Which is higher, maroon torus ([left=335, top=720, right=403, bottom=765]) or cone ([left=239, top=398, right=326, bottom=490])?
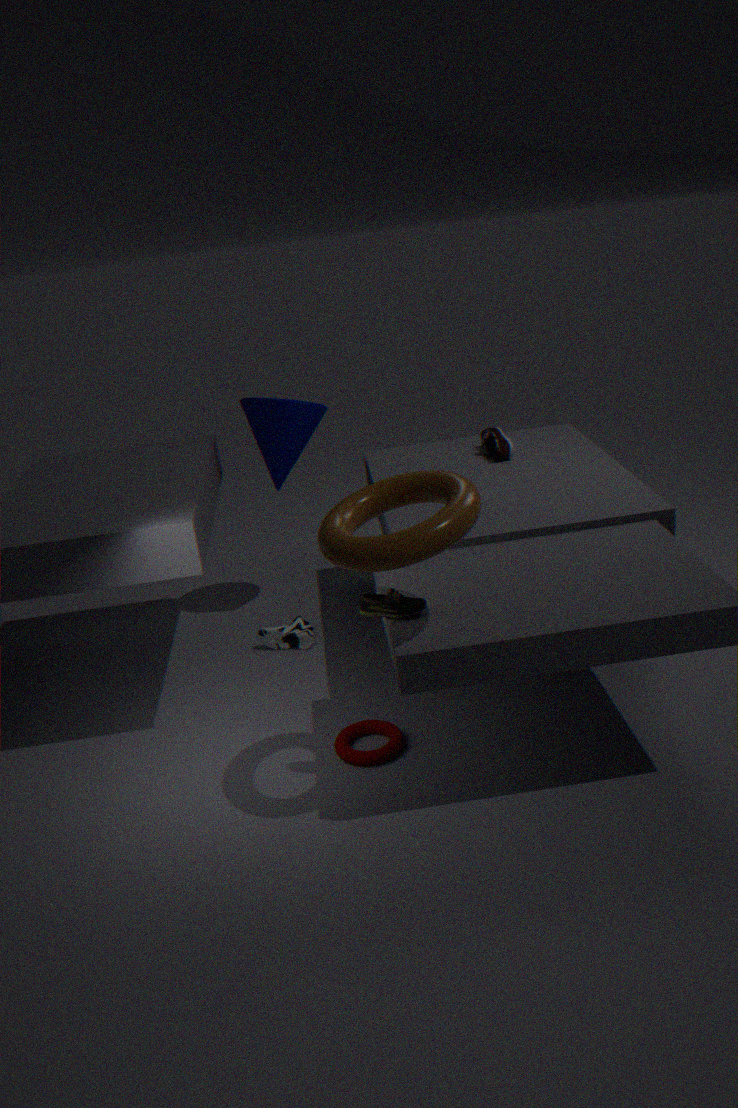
cone ([left=239, top=398, right=326, bottom=490])
